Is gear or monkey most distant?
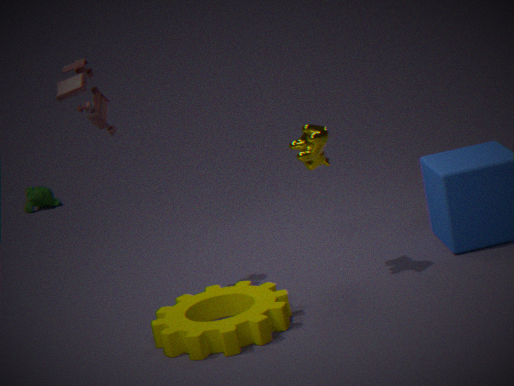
monkey
